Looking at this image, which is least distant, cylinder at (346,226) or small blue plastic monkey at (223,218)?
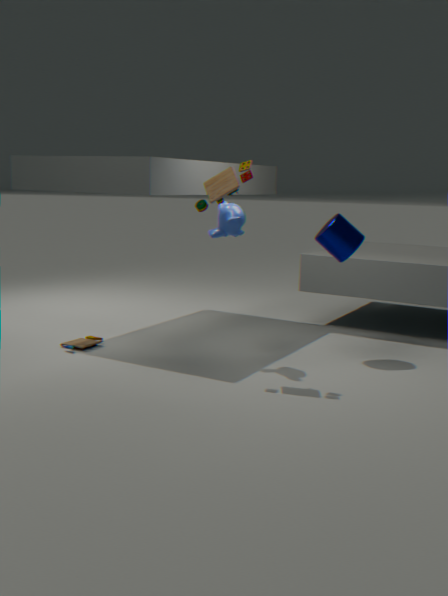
small blue plastic monkey at (223,218)
